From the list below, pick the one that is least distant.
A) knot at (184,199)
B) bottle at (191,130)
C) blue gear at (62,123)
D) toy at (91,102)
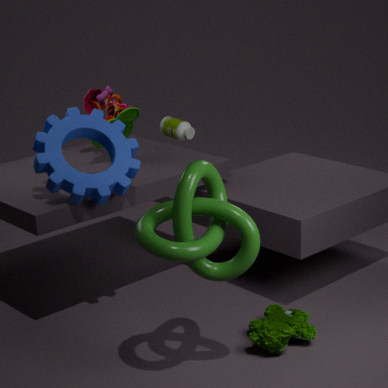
knot at (184,199)
